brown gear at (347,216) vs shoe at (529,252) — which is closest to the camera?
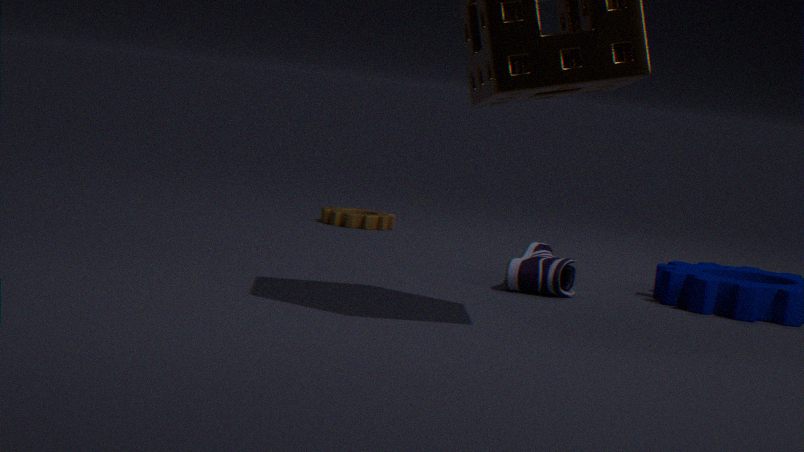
shoe at (529,252)
